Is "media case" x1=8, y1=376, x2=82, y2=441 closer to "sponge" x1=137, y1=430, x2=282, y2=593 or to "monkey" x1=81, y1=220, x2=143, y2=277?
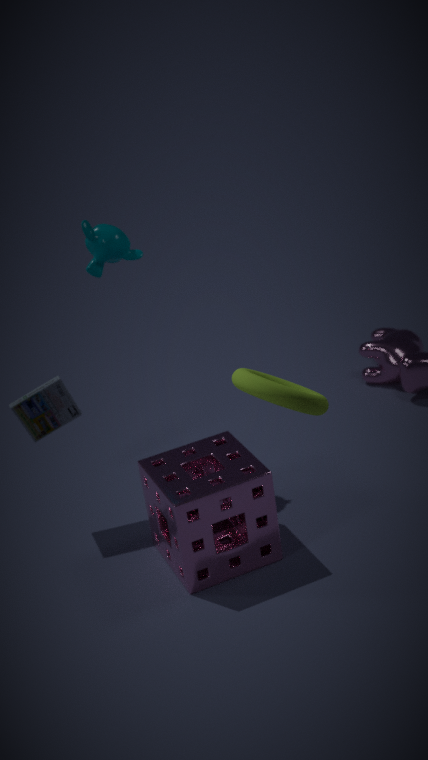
"sponge" x1=137, y1=430, x2=282, y2=593
